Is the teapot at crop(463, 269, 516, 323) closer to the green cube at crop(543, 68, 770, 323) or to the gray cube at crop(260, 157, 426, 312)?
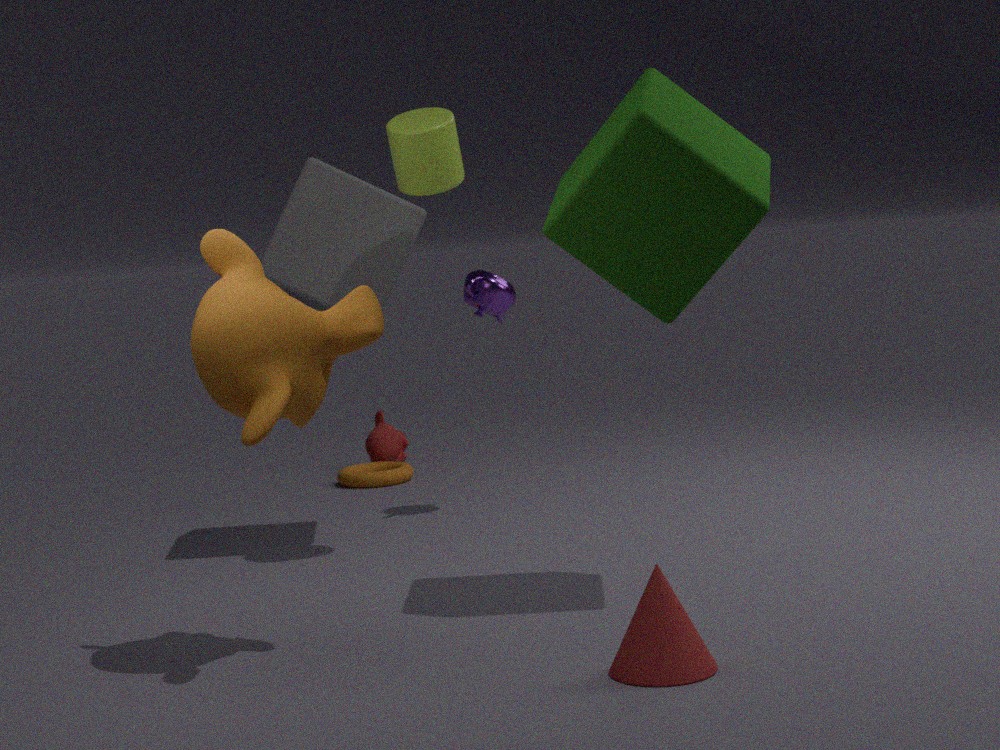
the gray cube at crop(260, 157, 426, 312)
